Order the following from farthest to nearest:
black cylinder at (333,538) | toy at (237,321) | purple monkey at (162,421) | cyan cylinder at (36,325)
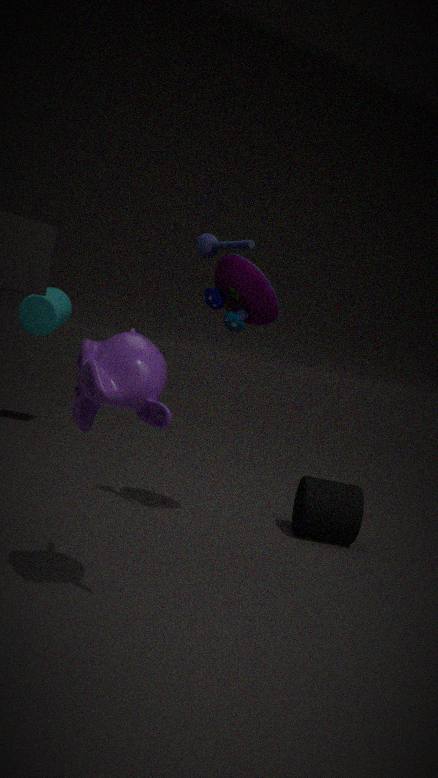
cyan cylinder at (36,325), black cylinder at (333,538), toy at (237,321), purple monkey at (162,421)
